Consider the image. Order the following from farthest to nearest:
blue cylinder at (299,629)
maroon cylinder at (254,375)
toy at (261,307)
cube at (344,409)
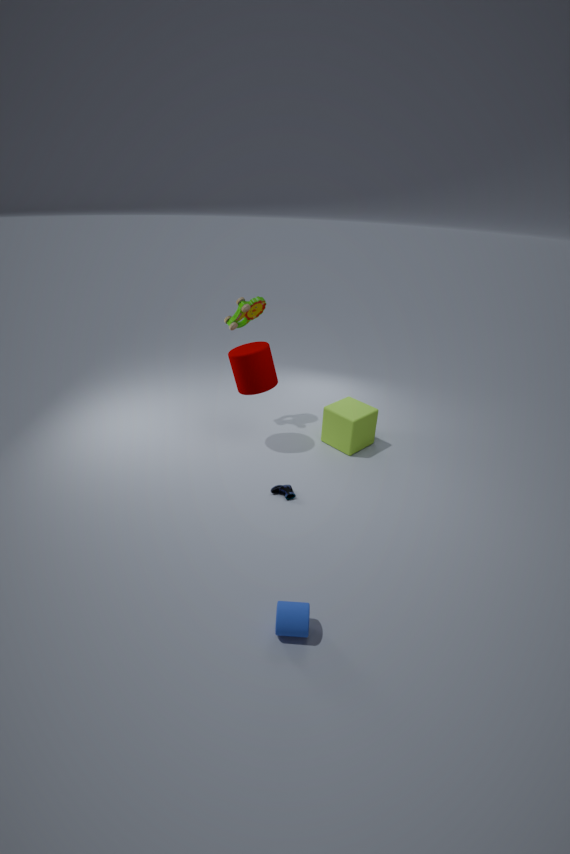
toy at (261,307), cube at (344,409), maroon cylinder at (254,375), blue cylinder at (299,629)
